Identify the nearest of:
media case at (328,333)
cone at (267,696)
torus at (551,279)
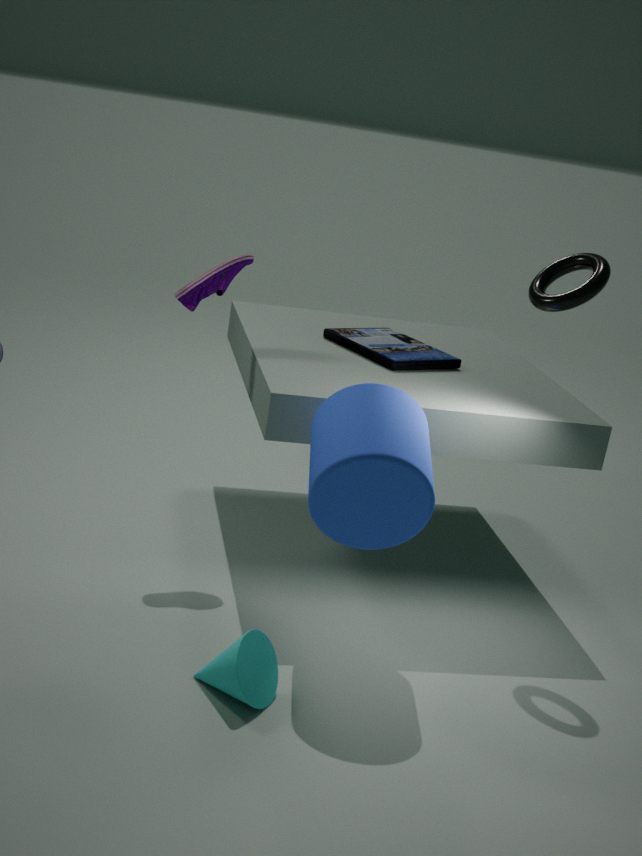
cone at (267,696)
